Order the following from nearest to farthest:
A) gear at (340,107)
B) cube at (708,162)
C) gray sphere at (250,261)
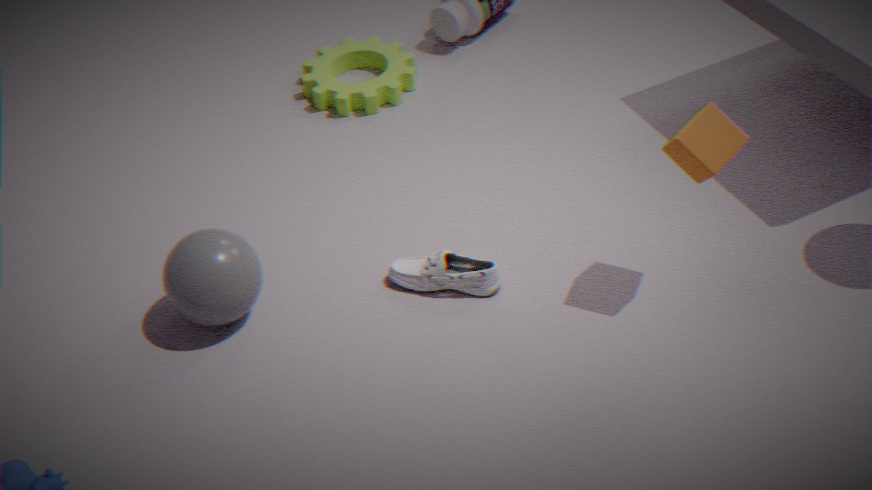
1. cube at (708,162)
2. gray sphere at (250,261)
3. gear at (340,107)
